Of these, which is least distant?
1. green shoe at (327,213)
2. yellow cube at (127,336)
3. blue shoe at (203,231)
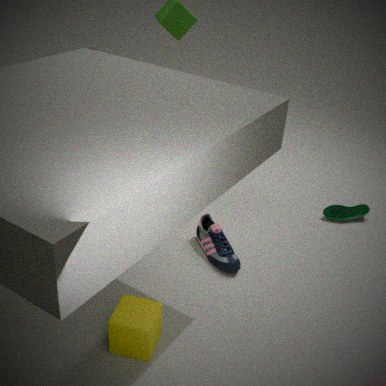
yellow cube at (127,336)
